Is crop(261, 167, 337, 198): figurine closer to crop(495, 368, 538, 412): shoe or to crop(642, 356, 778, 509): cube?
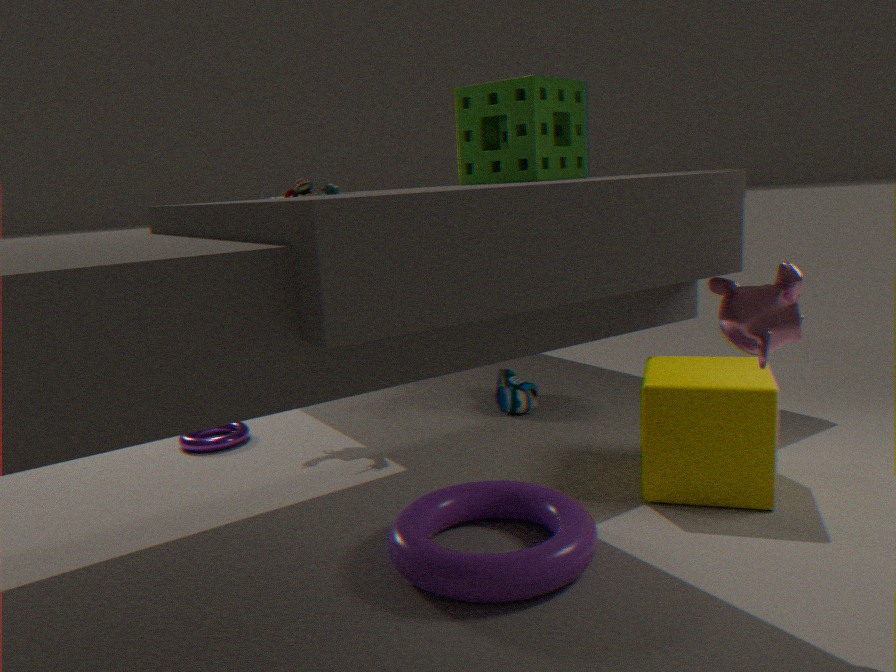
crop(495, 368, 538, 412): shoe
